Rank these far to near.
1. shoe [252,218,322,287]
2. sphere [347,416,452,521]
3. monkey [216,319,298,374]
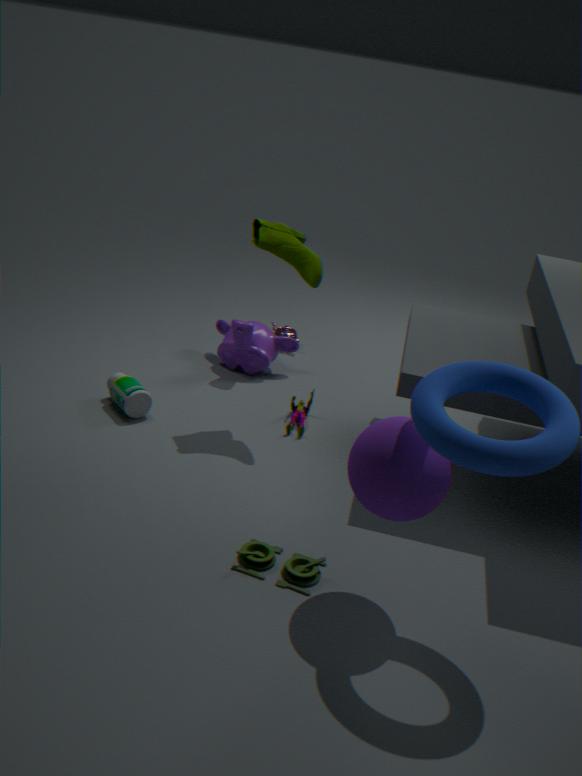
monkey [216,319,298,374]
shoe [252,218,322,287]
sphere [347,416,452,521]
